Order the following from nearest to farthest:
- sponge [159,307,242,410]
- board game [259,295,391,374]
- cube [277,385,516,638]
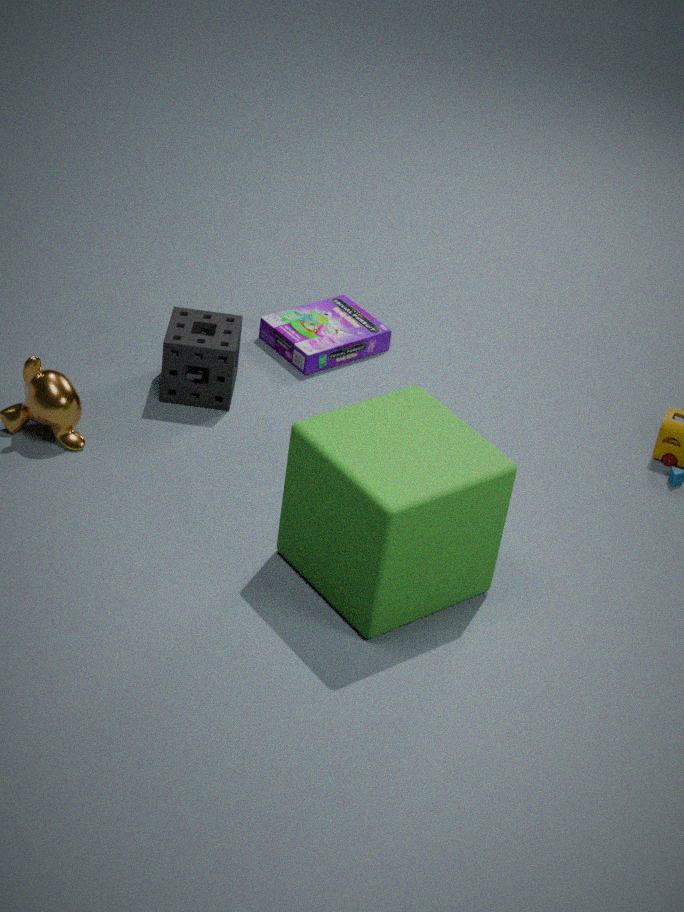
1. cube [277,385,516,638]
2. sponge [159,307,242,410]
3. board game [259,295,391,374]
